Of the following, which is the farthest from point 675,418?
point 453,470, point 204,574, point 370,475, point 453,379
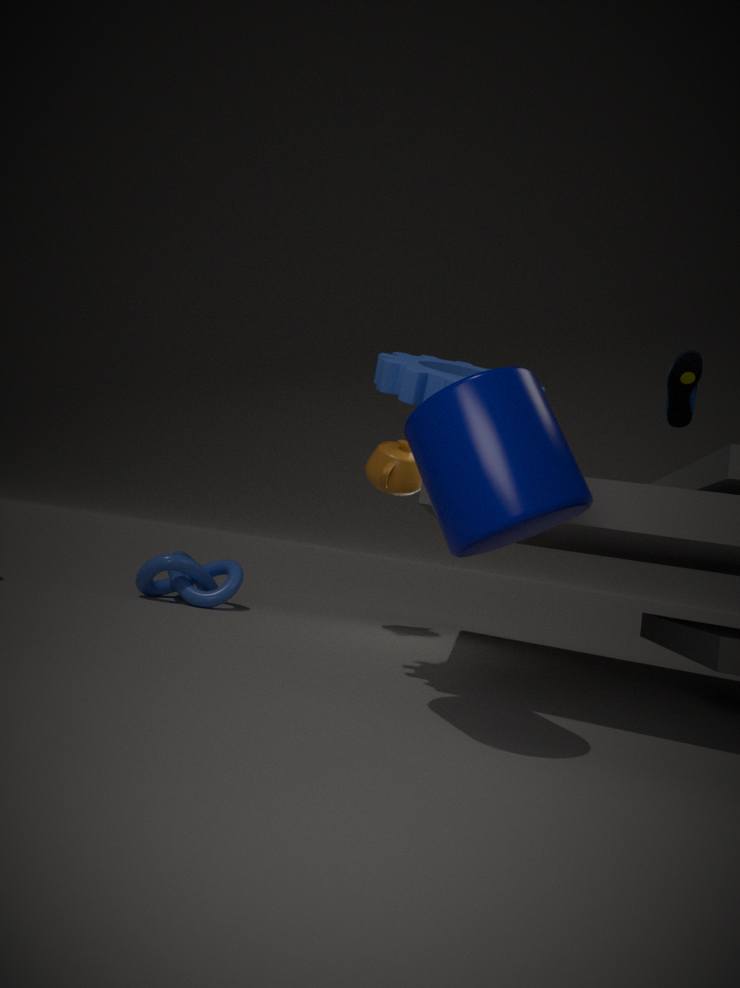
point 204,574
